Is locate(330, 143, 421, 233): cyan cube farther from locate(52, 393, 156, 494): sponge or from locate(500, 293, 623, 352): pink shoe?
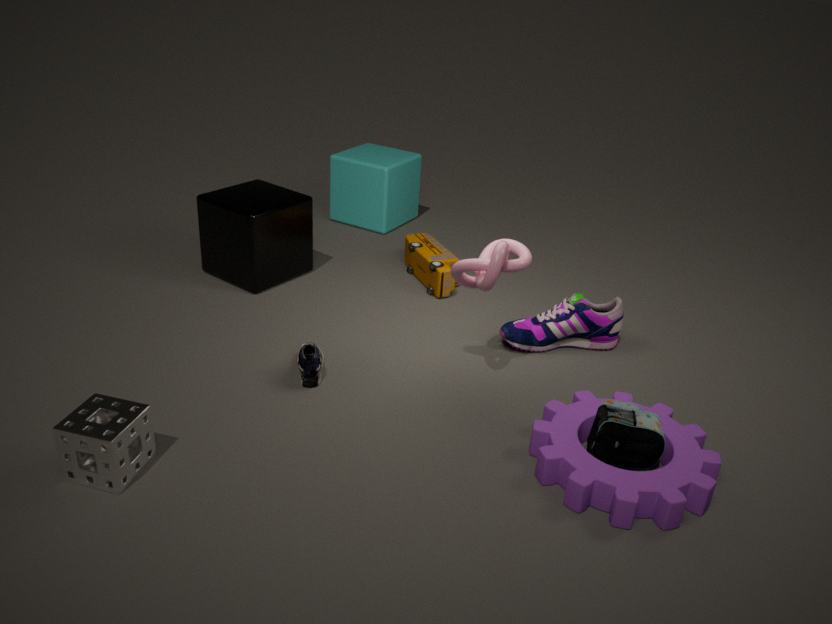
locate(52, 393, 156, 494): sponge
